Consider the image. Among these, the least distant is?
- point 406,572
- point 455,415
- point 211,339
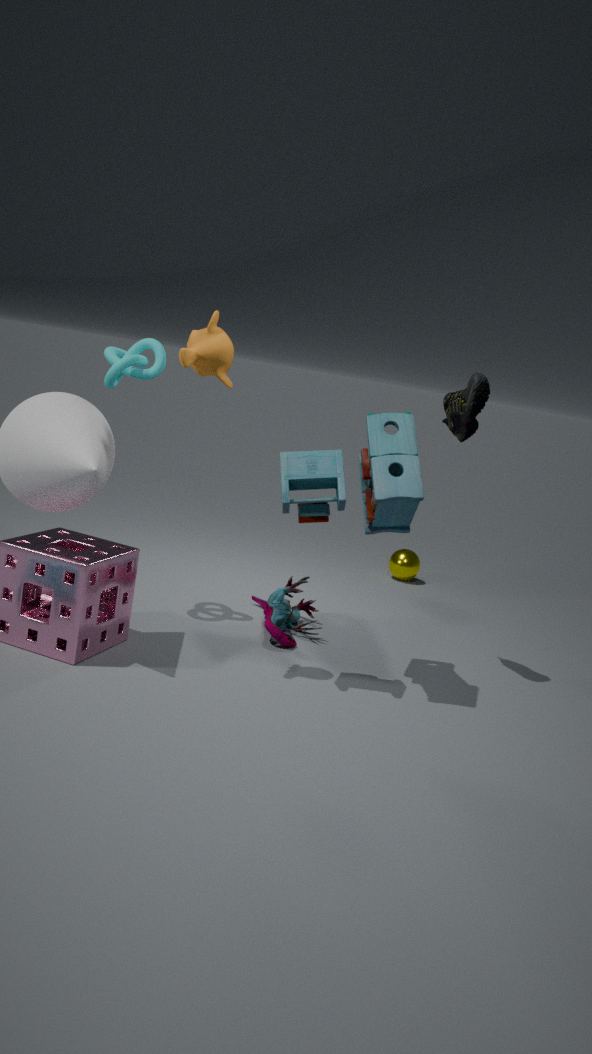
point 211,339
